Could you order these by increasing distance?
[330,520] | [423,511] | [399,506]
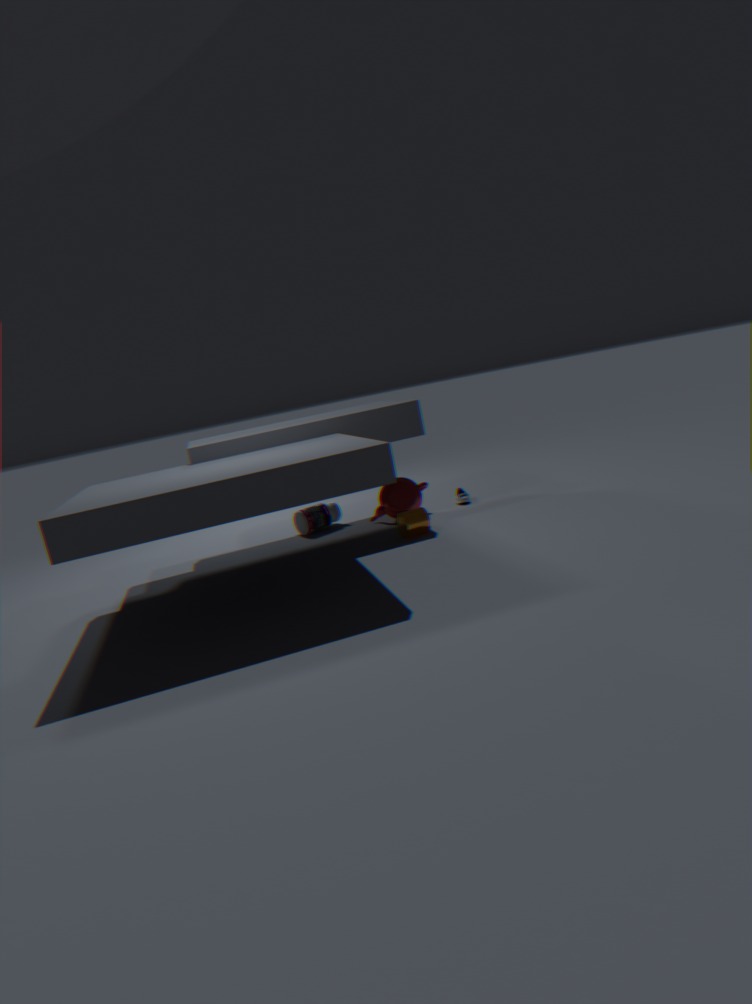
[423,511]
[399,506]
[330,520]
